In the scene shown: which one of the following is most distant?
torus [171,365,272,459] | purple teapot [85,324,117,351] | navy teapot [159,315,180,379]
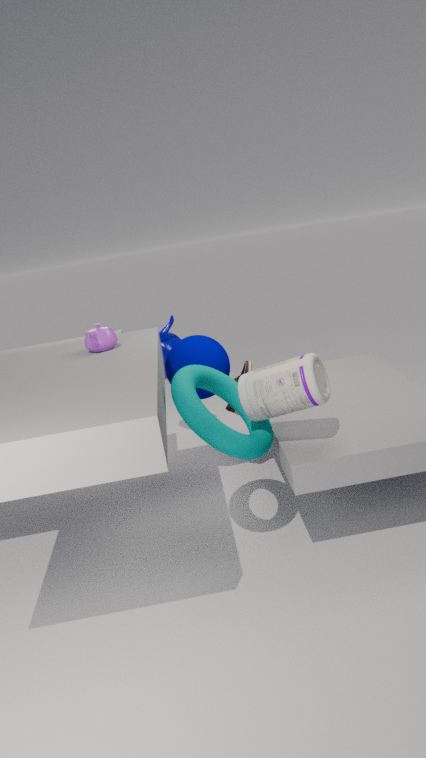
navy teapot [159,315,180,379]
